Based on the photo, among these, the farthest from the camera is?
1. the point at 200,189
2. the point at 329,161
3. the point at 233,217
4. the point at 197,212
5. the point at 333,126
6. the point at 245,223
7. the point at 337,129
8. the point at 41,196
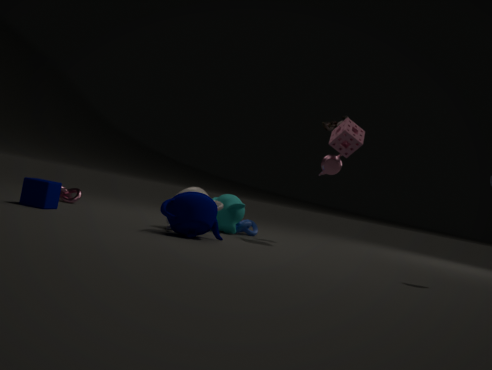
the point at 333,126
